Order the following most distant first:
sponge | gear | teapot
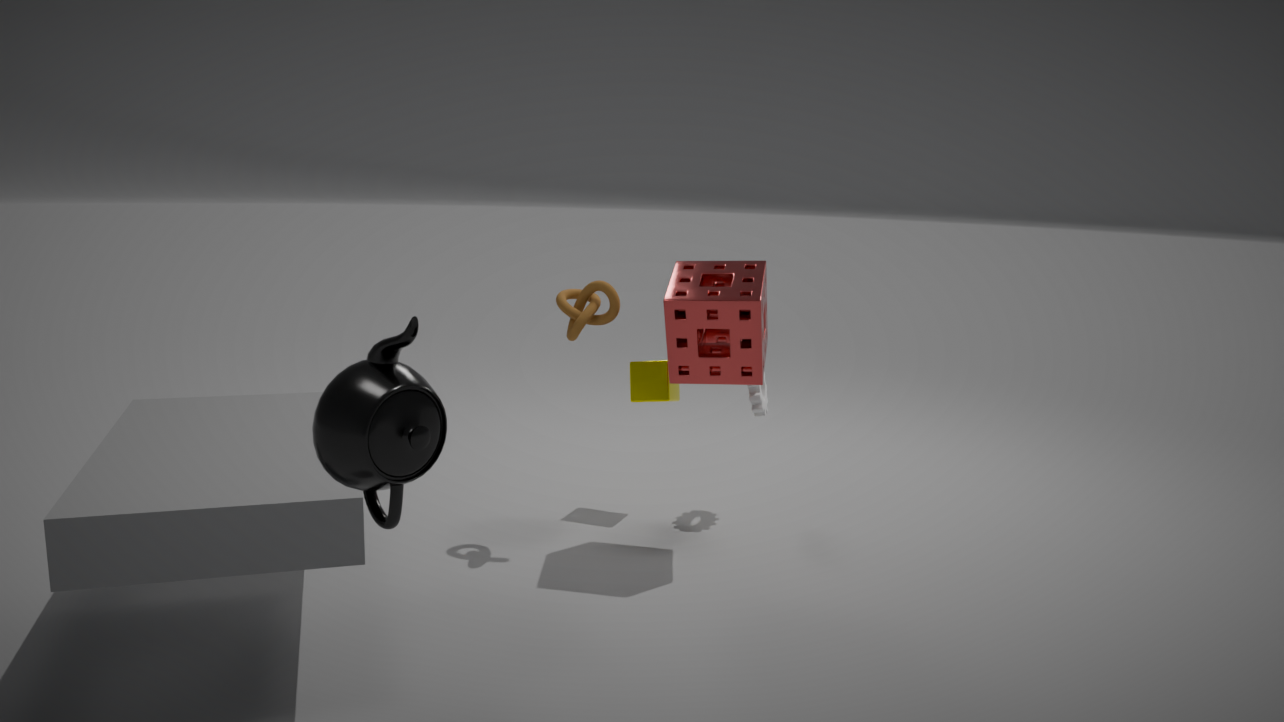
gear < sponge < teapot
